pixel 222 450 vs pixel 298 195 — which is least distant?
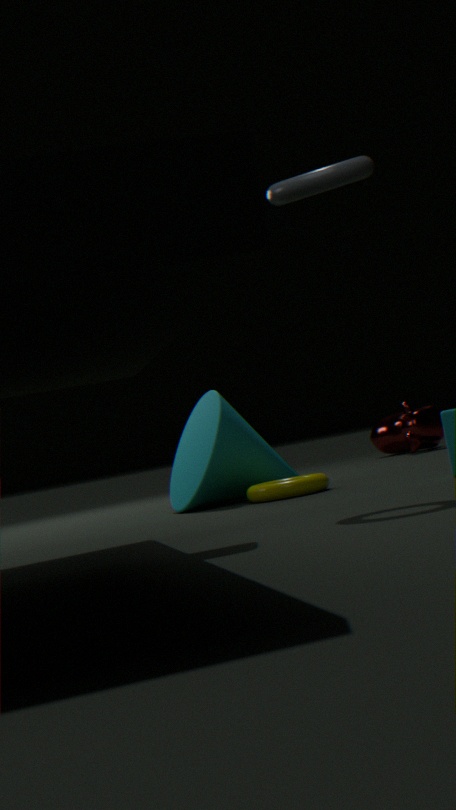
pixel 298 195
